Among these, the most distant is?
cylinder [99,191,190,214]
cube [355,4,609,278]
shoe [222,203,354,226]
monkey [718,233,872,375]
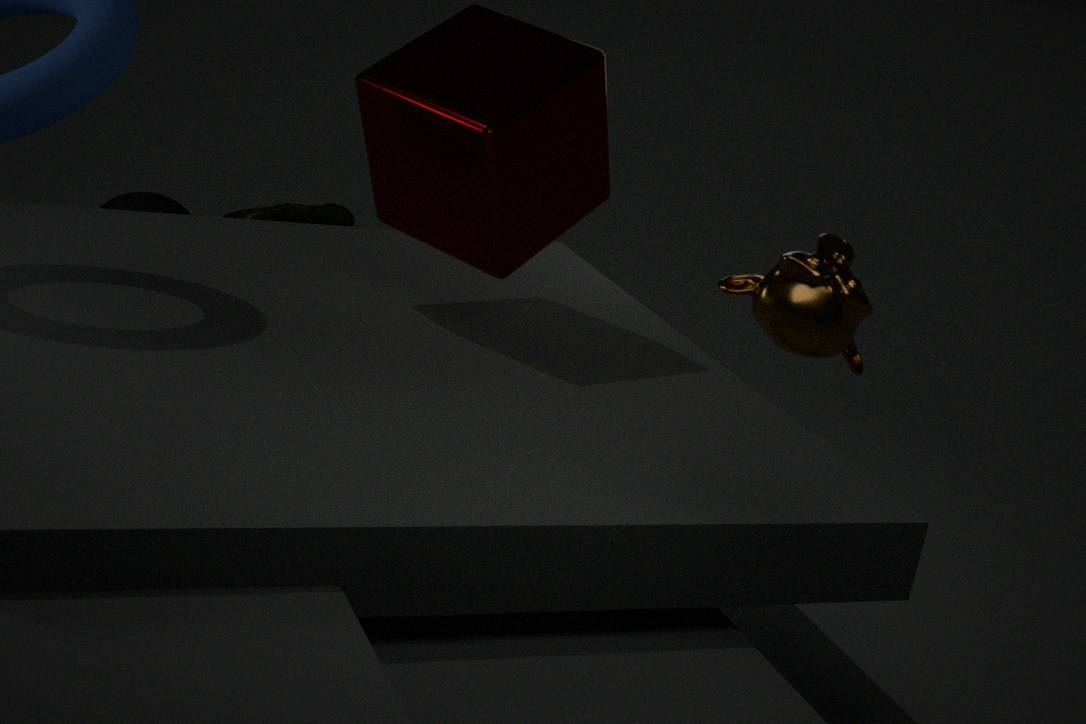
shoe [222,203,354,226]
